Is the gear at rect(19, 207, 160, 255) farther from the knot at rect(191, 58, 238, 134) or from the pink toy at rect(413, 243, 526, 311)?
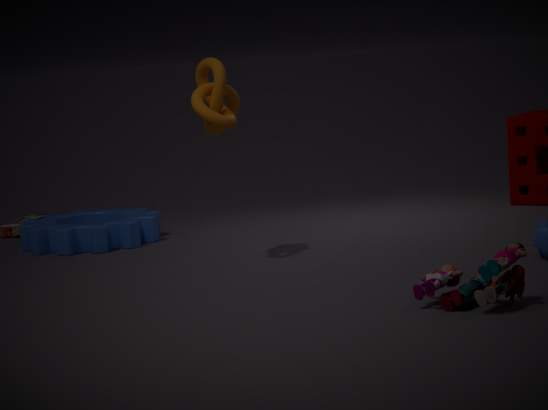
the pink toy at rect(413, 243, 526, 311)
